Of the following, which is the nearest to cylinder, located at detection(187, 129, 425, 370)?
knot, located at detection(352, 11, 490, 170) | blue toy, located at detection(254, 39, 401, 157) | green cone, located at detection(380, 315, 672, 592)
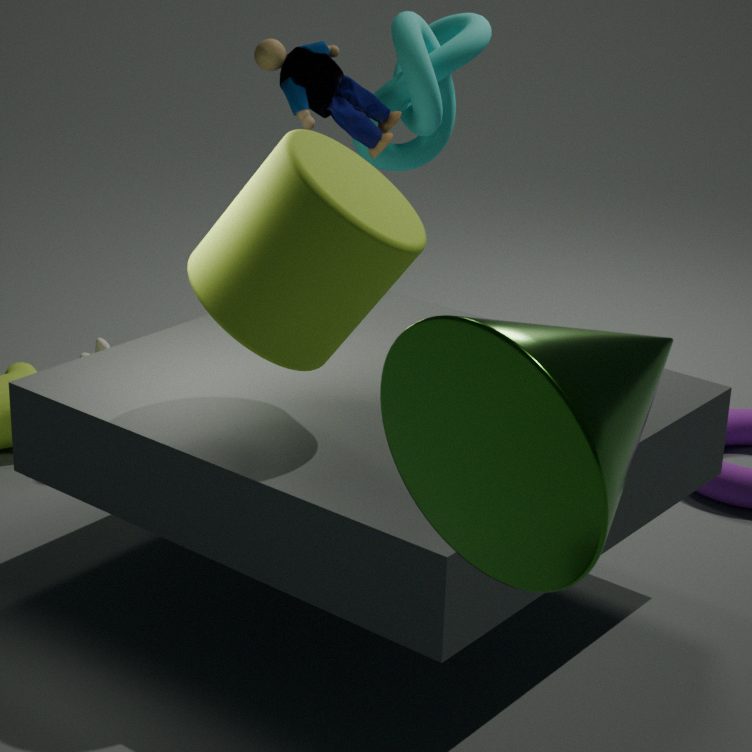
green cone, located at detection(380, 315, 672, 592)
